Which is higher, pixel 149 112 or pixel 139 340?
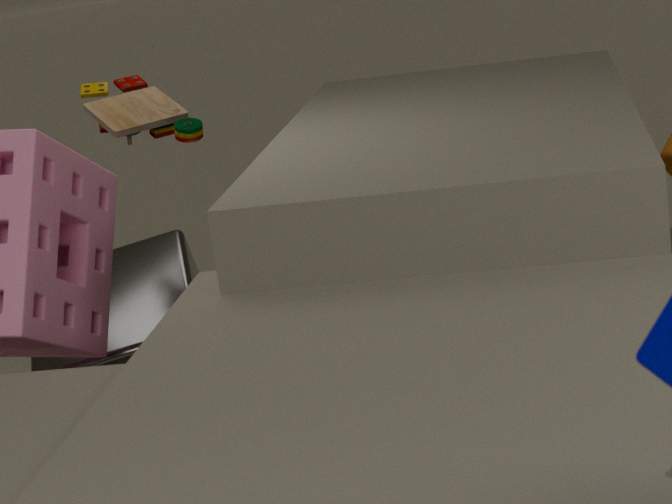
pixel 149 112
